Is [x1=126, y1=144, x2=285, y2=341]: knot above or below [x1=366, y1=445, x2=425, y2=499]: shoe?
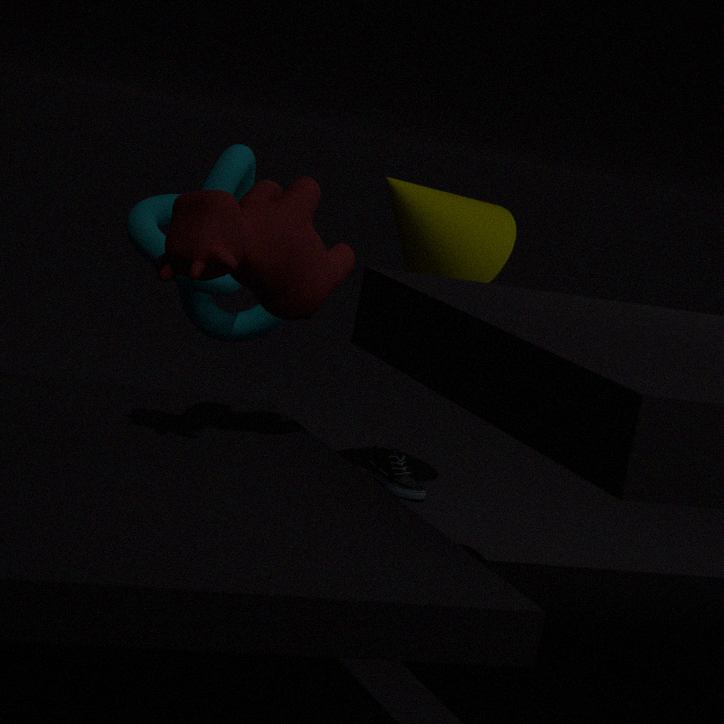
above
